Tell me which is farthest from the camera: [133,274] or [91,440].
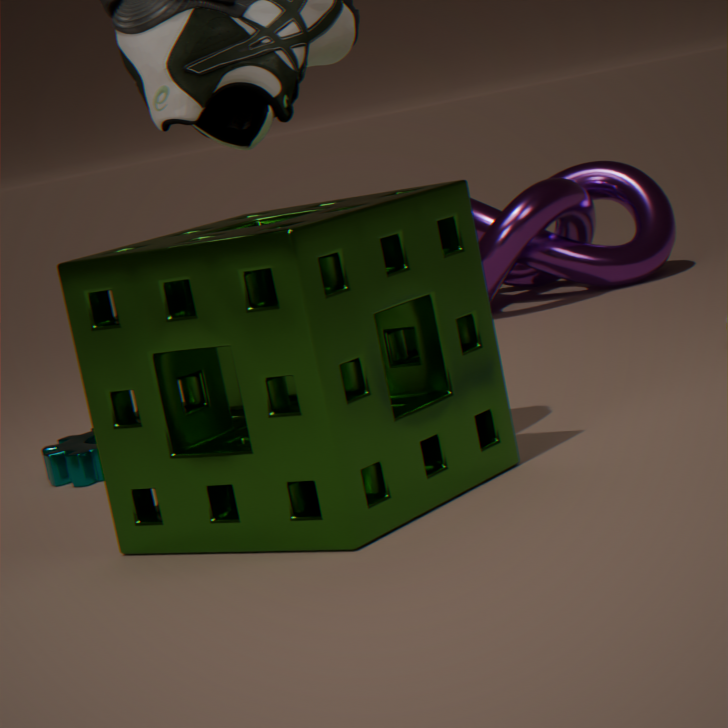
[91,440]
